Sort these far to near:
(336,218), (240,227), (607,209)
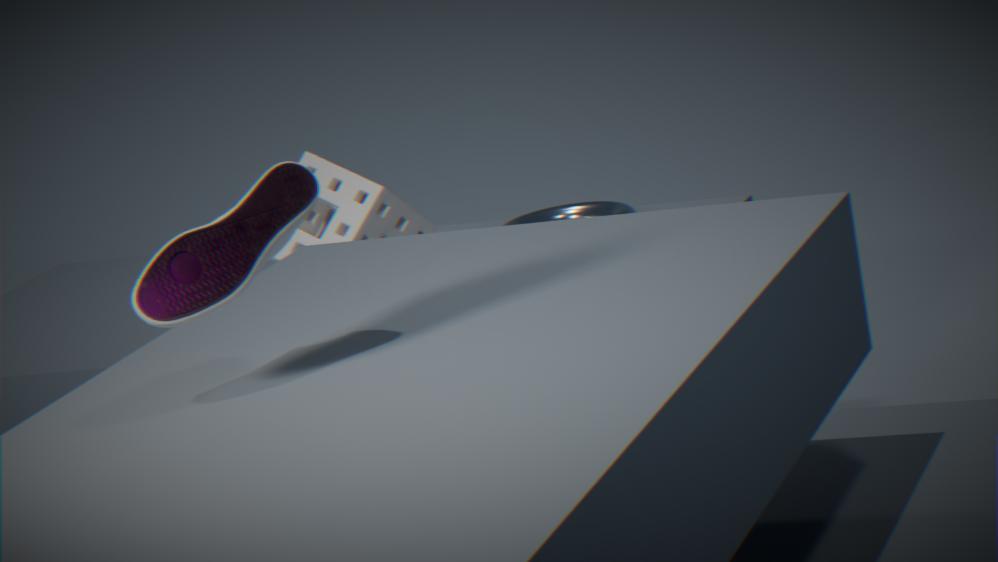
(607,209)
(336,218)
(240,227)
